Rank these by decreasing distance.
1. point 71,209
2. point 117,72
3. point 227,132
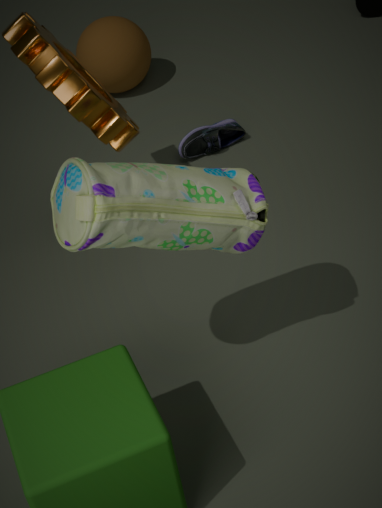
point 117,72
point 227,132
point 71,209
